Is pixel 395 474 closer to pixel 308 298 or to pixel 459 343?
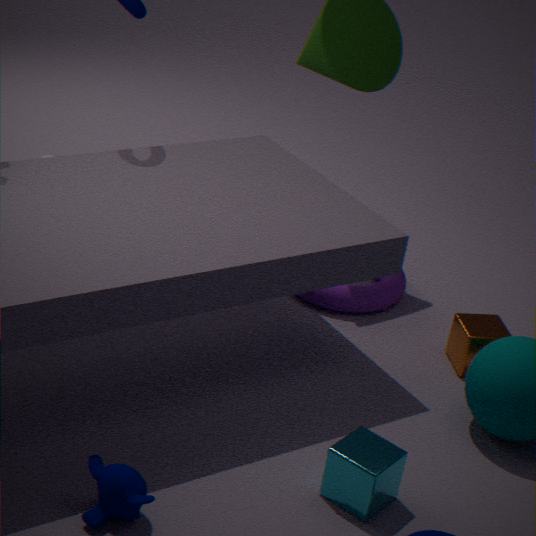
pixel 459 343
